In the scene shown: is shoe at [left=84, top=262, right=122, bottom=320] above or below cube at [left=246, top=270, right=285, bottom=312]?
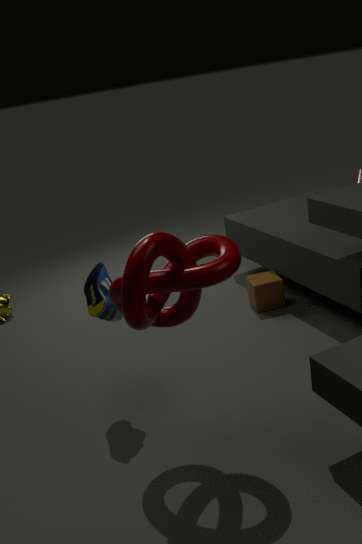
above
